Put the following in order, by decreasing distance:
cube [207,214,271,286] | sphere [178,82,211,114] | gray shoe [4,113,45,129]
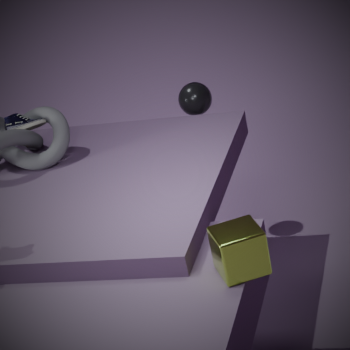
sphere [178,82,211,114], gray shoe [4,113,45,129], cube [207,214,271,286]
